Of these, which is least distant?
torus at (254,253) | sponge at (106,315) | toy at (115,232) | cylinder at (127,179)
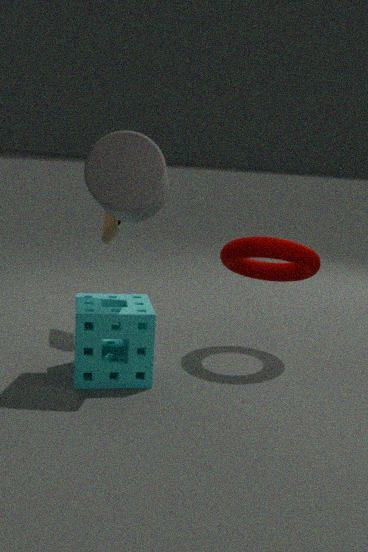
cylinder at (127,179)
